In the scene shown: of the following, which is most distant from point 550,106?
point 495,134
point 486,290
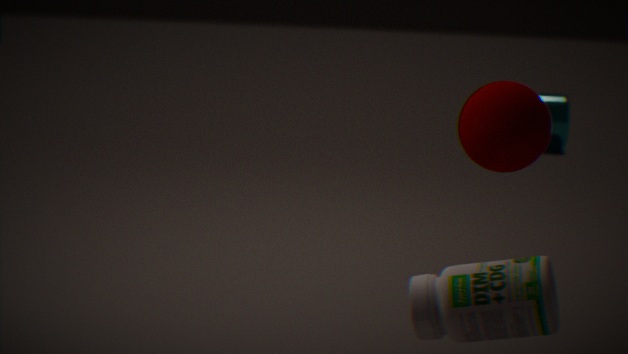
point 486,290
